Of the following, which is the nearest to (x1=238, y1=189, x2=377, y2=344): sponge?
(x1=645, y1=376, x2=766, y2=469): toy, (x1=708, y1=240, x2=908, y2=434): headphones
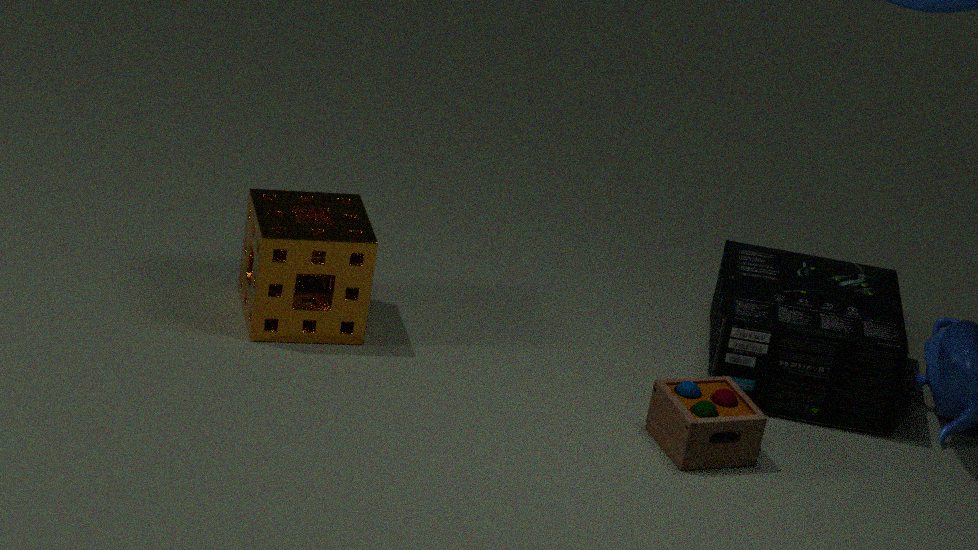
(x1=645, y1=376, x2=766, y2=469): toy
